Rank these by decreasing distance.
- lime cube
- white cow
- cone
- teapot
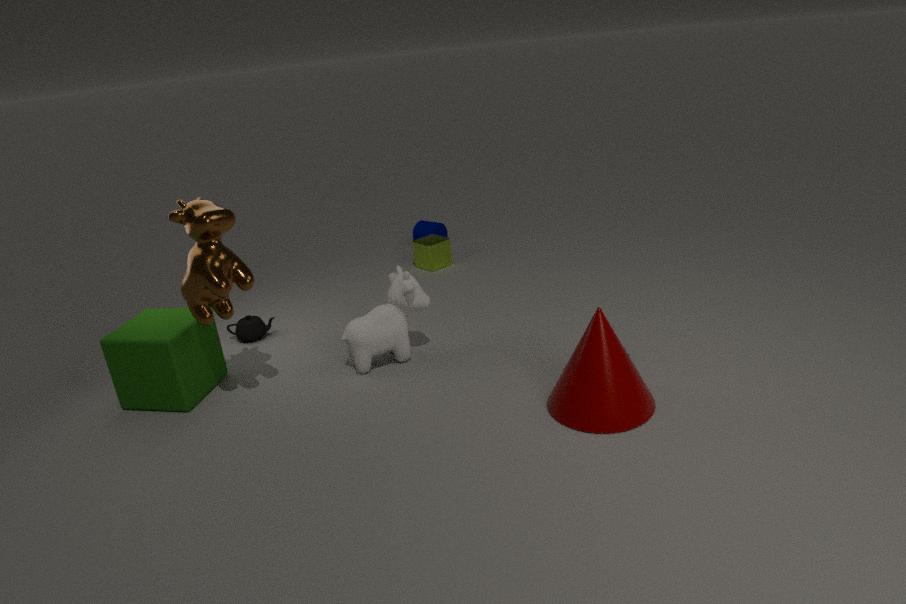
lime cube < teapot < white cow < cone
